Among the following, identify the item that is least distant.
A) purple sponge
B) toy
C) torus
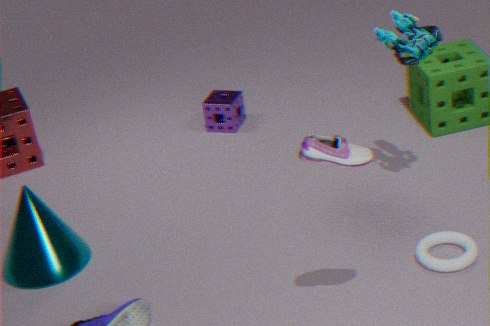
torus
